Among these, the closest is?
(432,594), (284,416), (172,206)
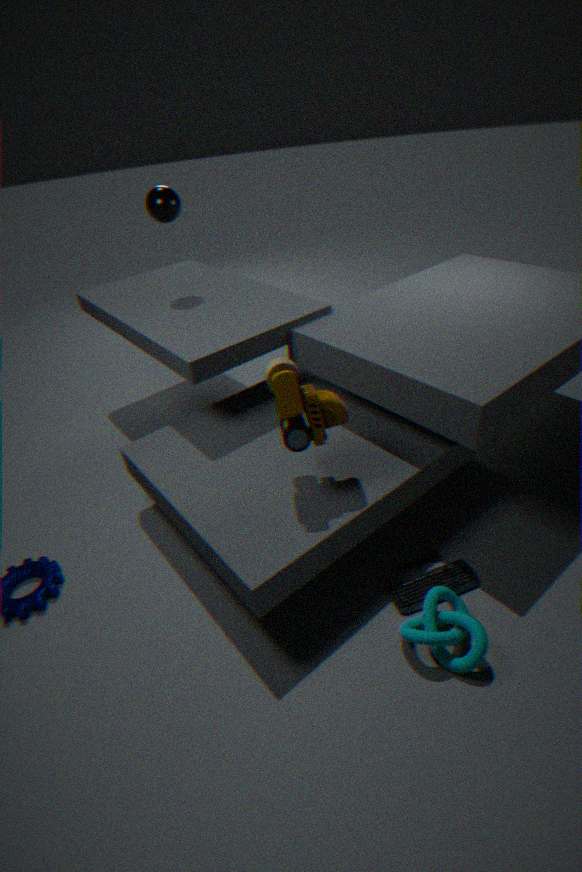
(432,594)
